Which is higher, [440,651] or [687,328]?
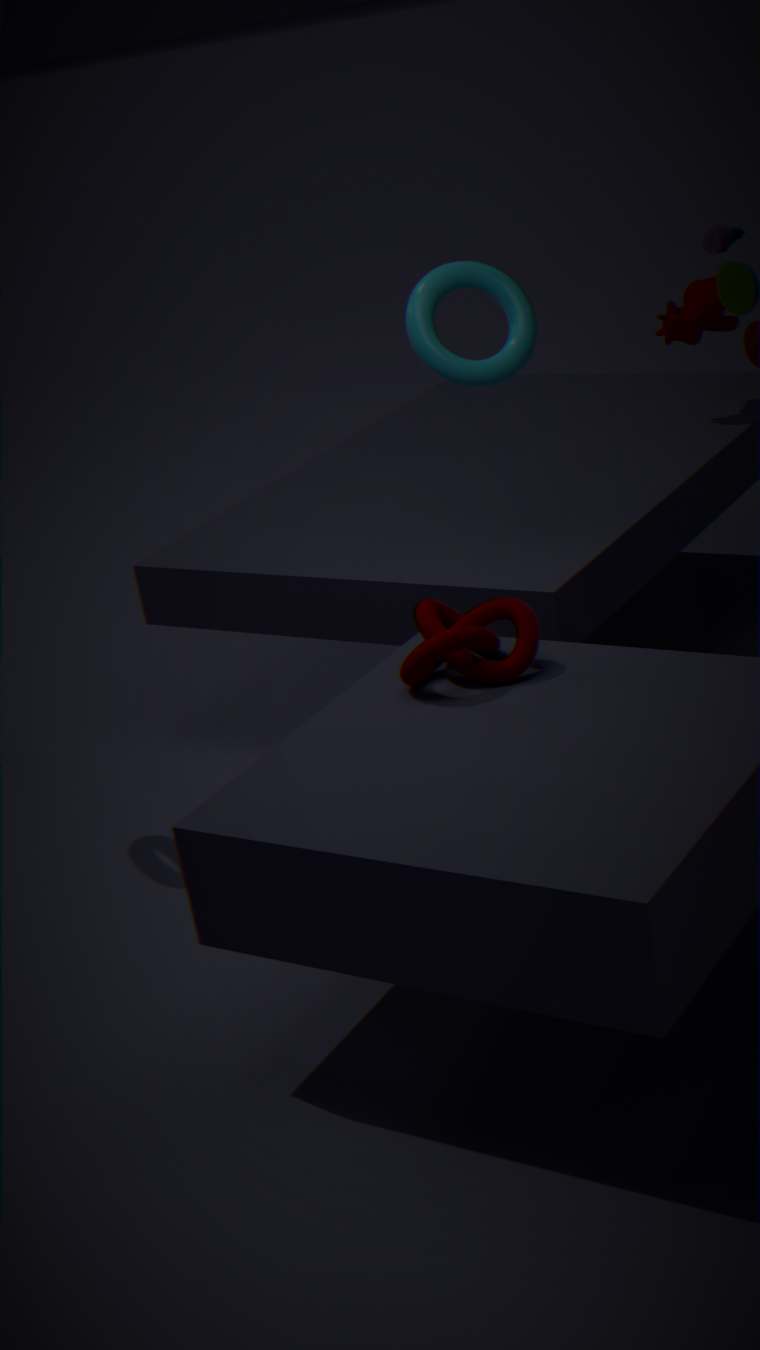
[687,328]
